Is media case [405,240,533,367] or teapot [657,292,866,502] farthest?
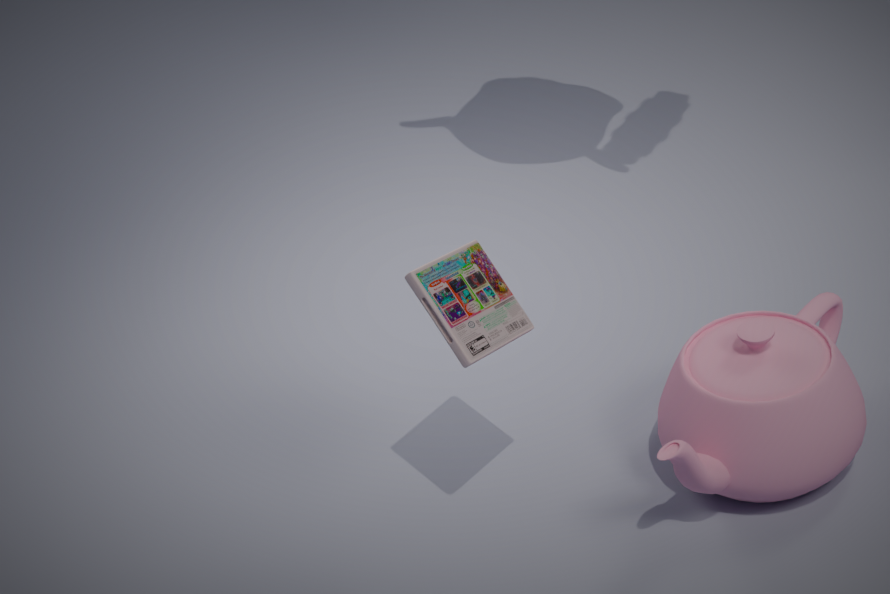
teapot [657,292,866,502]
